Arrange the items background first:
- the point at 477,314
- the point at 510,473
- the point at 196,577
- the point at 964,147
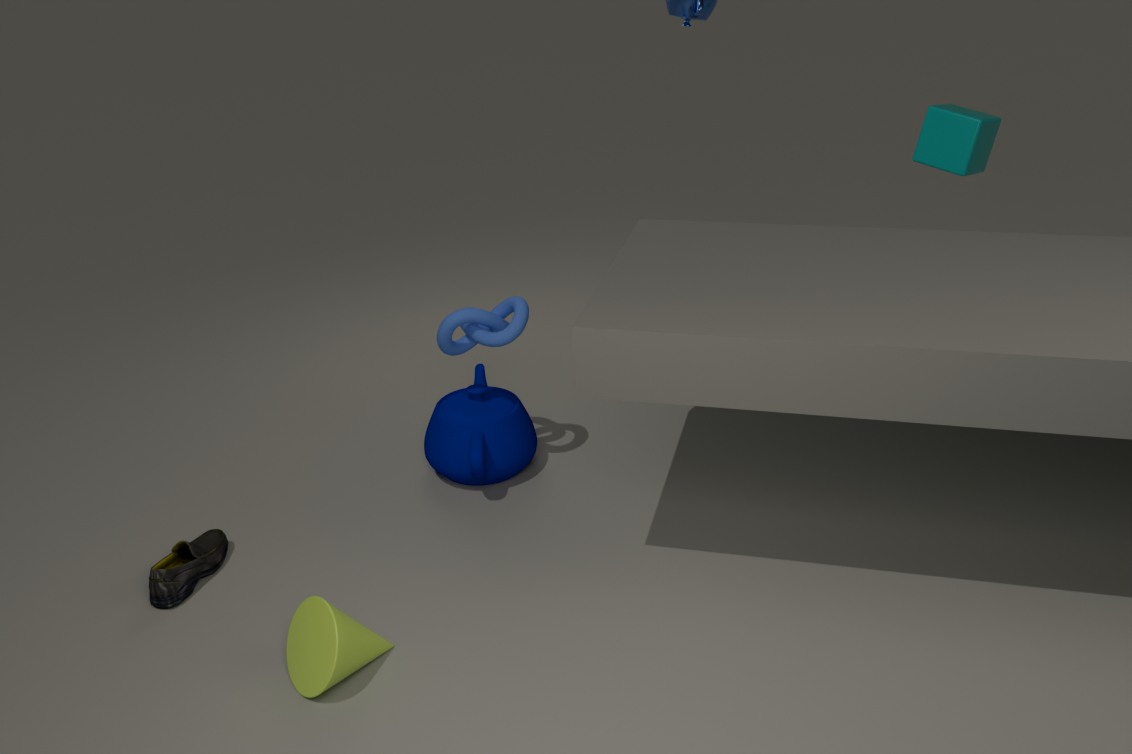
the point at 964,147 < the point at 510,473 < the point at 477,314 < the point at 196,577
